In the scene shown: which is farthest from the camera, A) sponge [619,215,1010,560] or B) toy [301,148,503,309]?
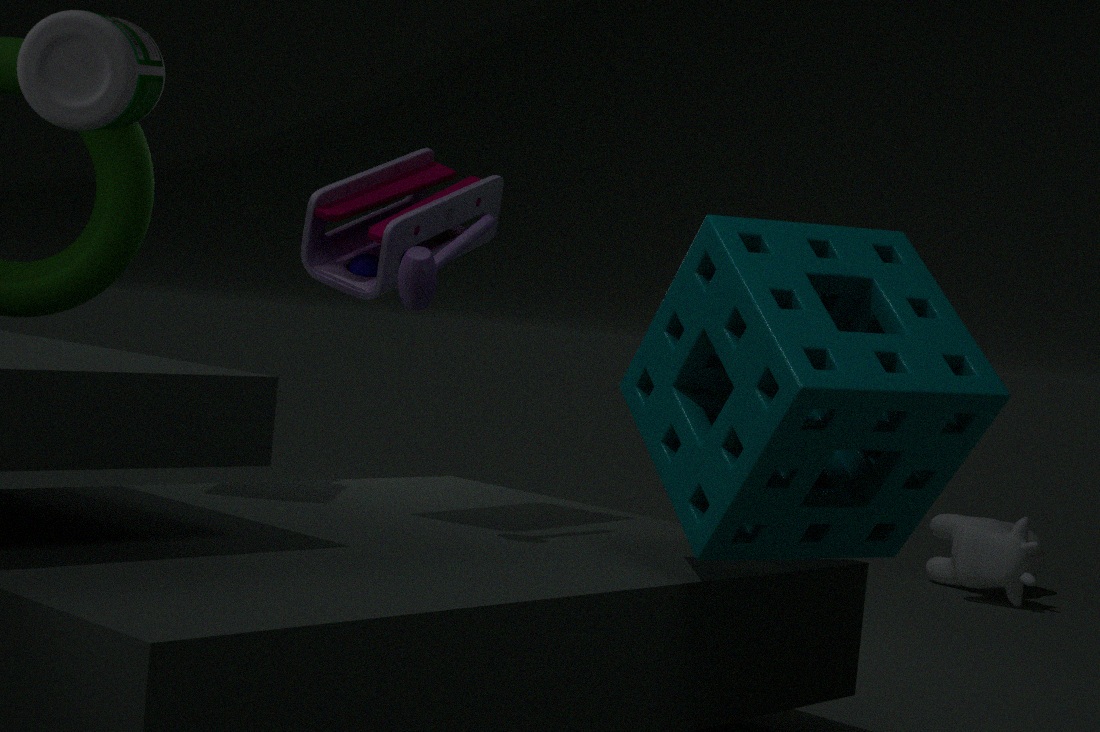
B. toy [301,148,503,309]
